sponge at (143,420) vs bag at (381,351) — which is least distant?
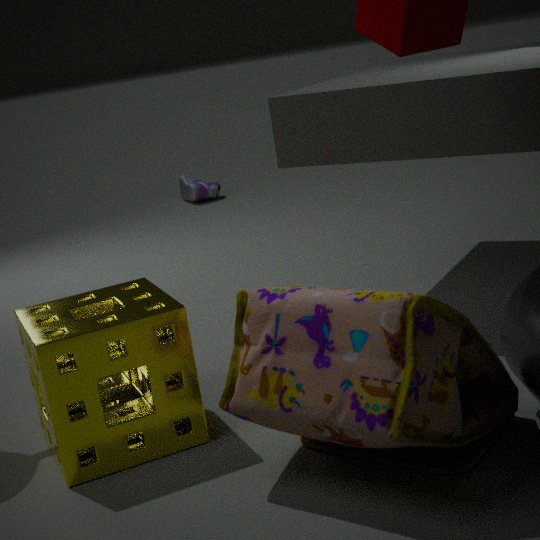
bag at (381,351)
